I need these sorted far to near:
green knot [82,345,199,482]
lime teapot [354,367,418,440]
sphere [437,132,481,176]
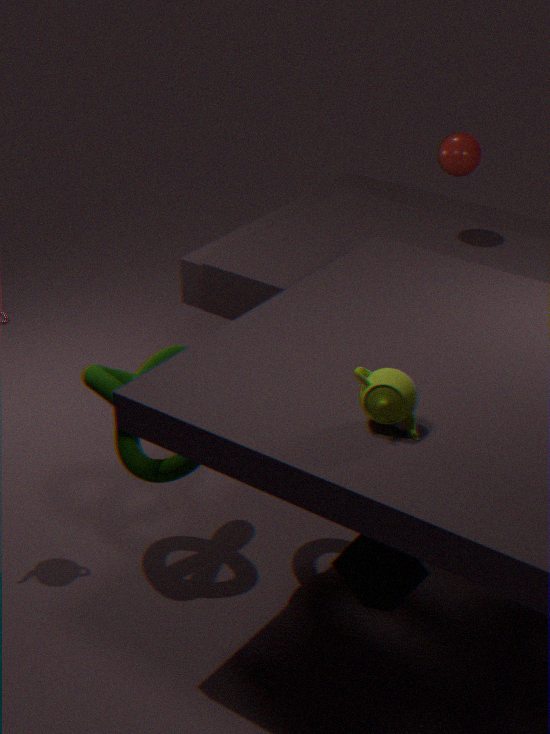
sphere [437,132,481,176] → green knot [82,345,199,482] → lime teapot [354,367,418,440]
